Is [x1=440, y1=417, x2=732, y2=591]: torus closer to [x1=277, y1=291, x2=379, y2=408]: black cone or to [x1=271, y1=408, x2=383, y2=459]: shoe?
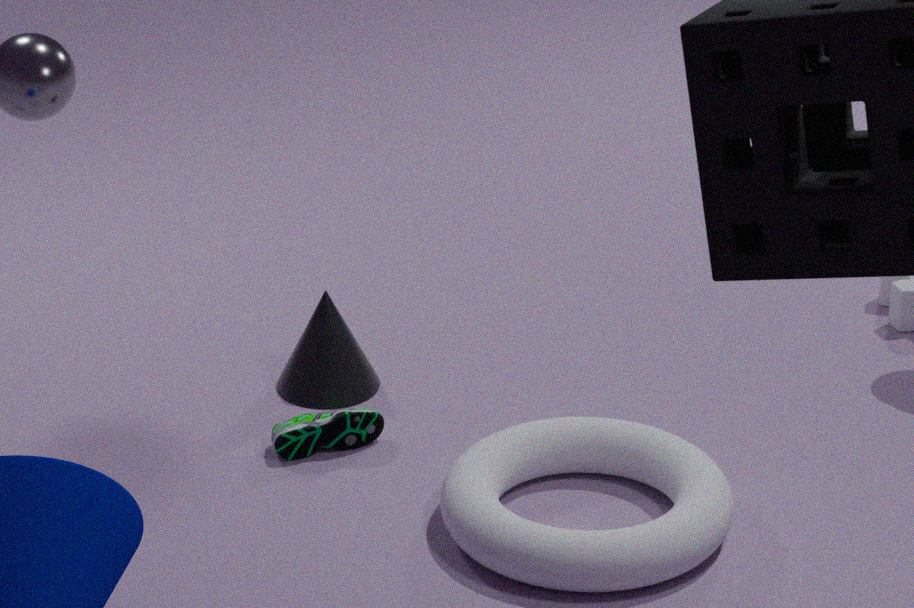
[x1=271, y1=408, x2=383, y2=459]: shoe
